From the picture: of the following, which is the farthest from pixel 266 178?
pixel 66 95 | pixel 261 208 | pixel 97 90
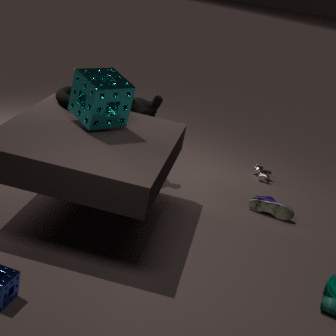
pixel 97 90
